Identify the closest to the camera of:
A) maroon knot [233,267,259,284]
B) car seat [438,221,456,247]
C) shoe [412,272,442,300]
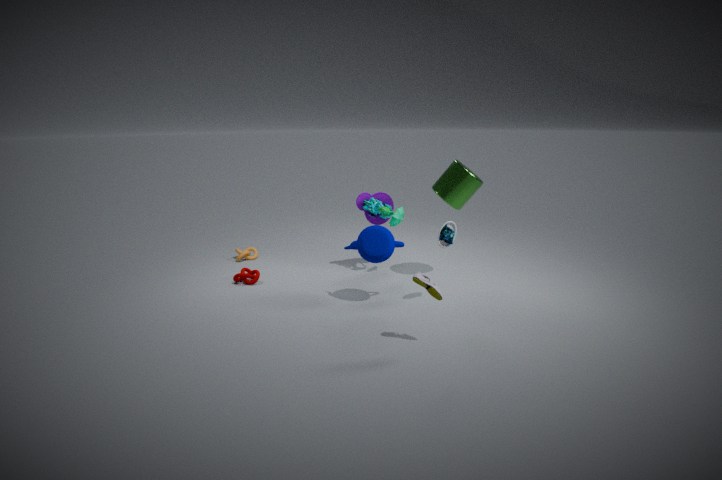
shoe [412,272,442,300]
